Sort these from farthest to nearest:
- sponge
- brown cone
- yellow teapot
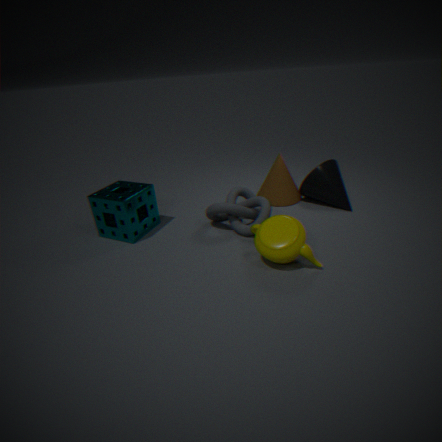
1. brown cone
2. sponge
3. yellow teapot
